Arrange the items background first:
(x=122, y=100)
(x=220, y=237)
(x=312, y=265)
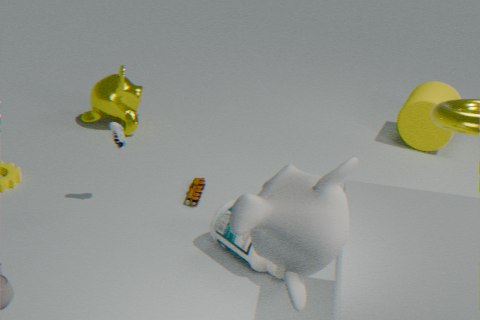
(x=122, y=100)
(x=220, y=237)
(x=312, y=265)
